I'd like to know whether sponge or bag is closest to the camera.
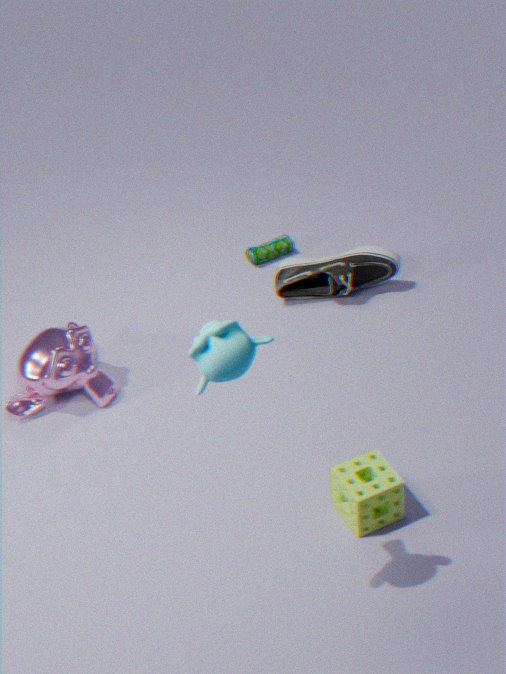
sponge
